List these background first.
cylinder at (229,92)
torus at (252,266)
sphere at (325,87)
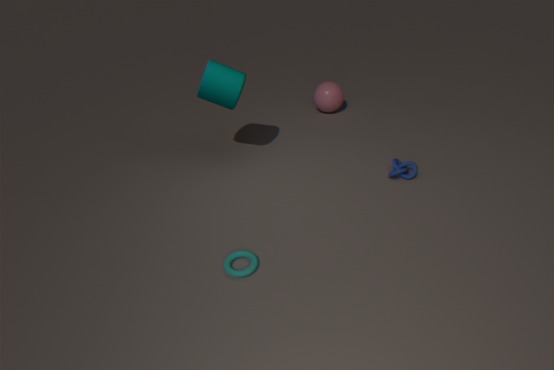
1. sphere at (325,87)
2. cylinder at (229,92)
3. torus at (252,266)
